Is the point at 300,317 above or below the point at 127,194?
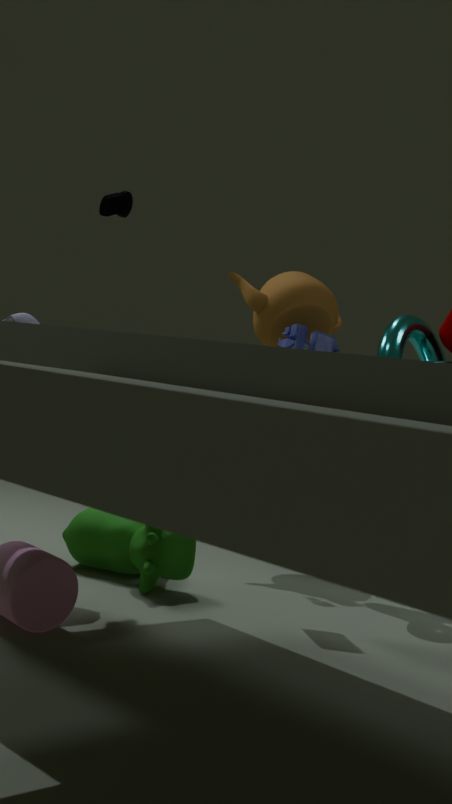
below
